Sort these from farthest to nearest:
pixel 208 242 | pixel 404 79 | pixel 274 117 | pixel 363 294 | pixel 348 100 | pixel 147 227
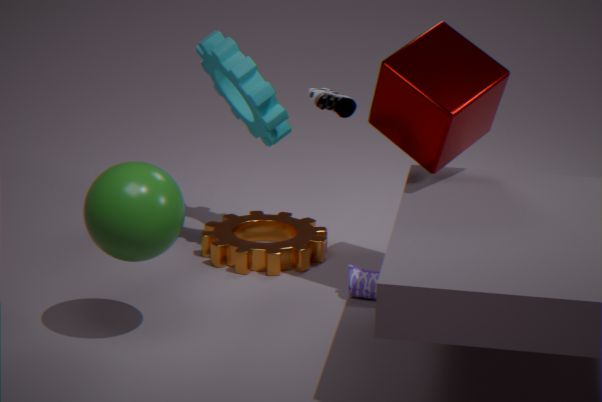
pixel 208 242 → pixel 274 117 → pixel 348 100 → pixel 363 294 → pixel 404 79 → pixel 147 227
